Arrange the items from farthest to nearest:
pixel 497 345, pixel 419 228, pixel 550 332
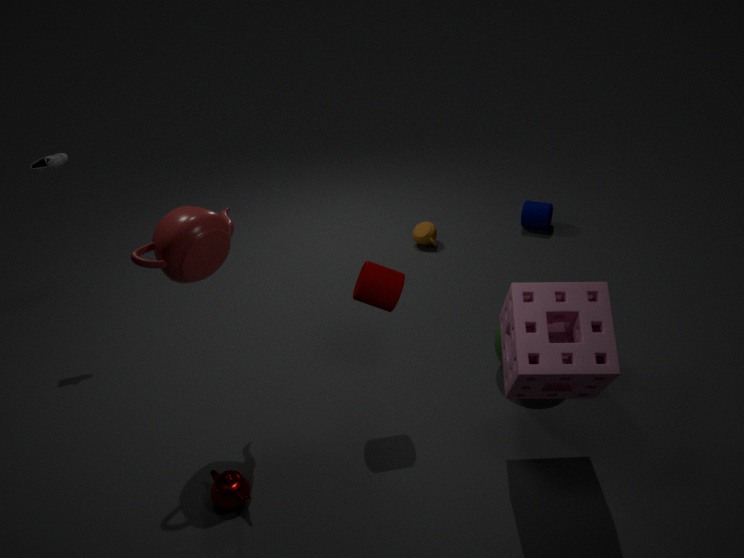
pixel 419 228 → pixel 497 345 → pixel 550 332
